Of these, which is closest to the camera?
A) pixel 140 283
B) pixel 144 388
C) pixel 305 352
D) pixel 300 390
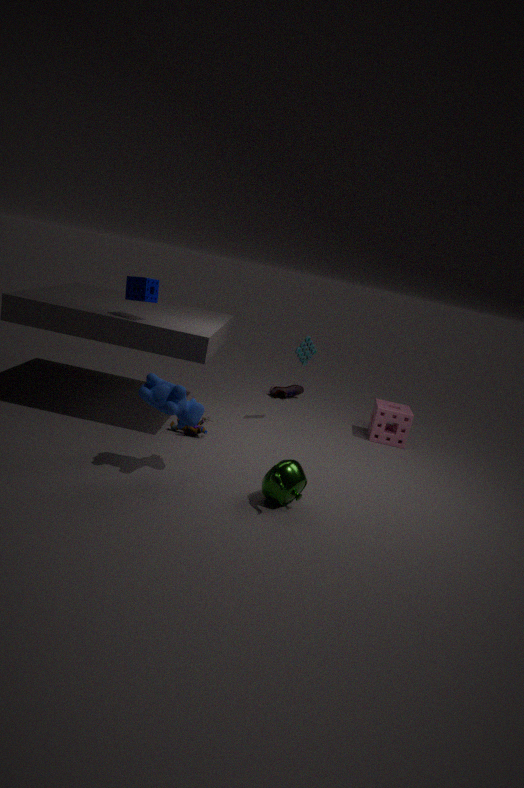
pixel 144 388
